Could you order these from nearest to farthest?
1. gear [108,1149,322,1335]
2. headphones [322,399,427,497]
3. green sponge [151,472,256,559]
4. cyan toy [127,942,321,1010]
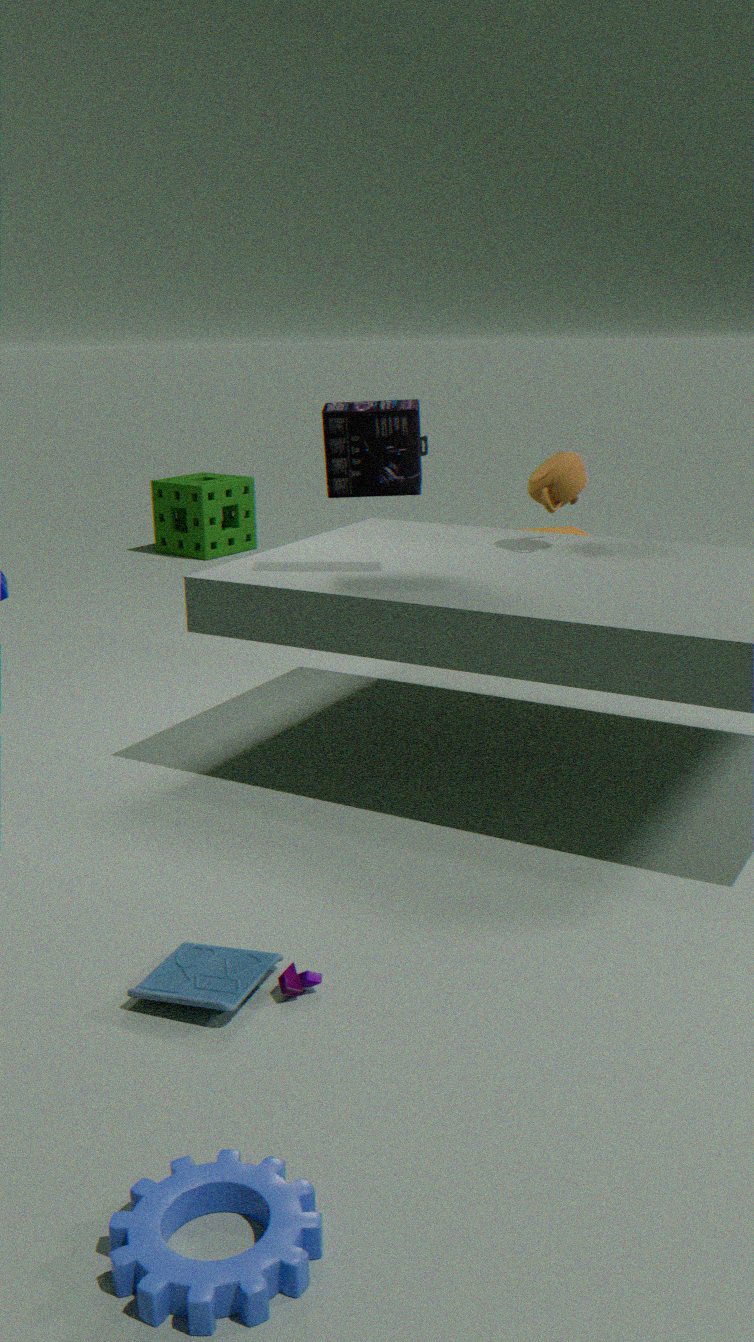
gear [108,1149,322,1335], cyan toy [127,942,321,1010], headphones [322,399,427,497], green sponge [151,472,256,559]
